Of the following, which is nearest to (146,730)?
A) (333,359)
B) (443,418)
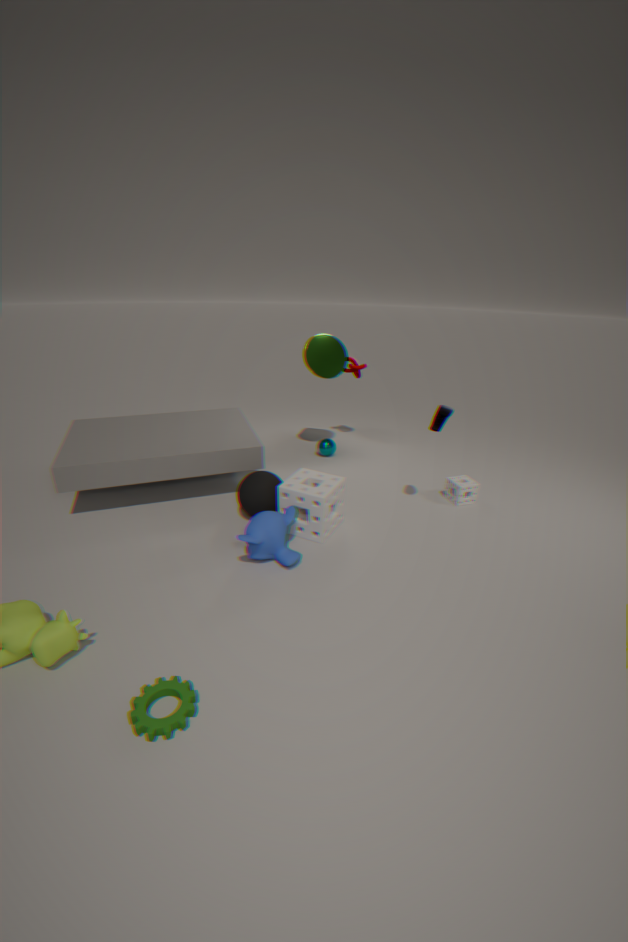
(443,418)
